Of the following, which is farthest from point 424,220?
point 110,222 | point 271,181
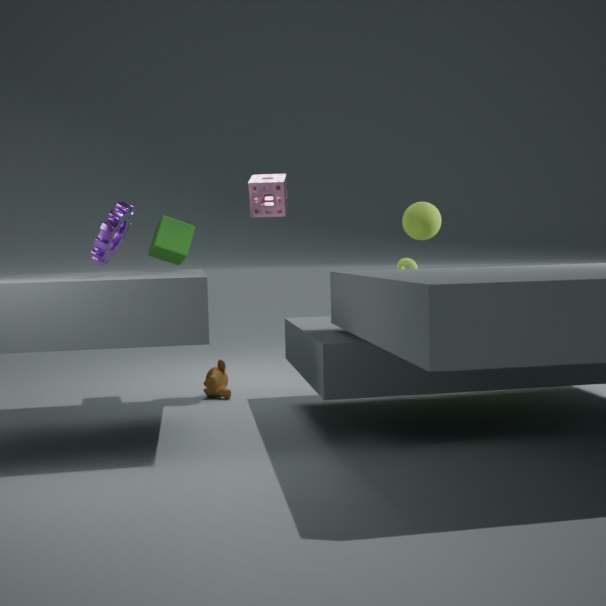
point 110,222
